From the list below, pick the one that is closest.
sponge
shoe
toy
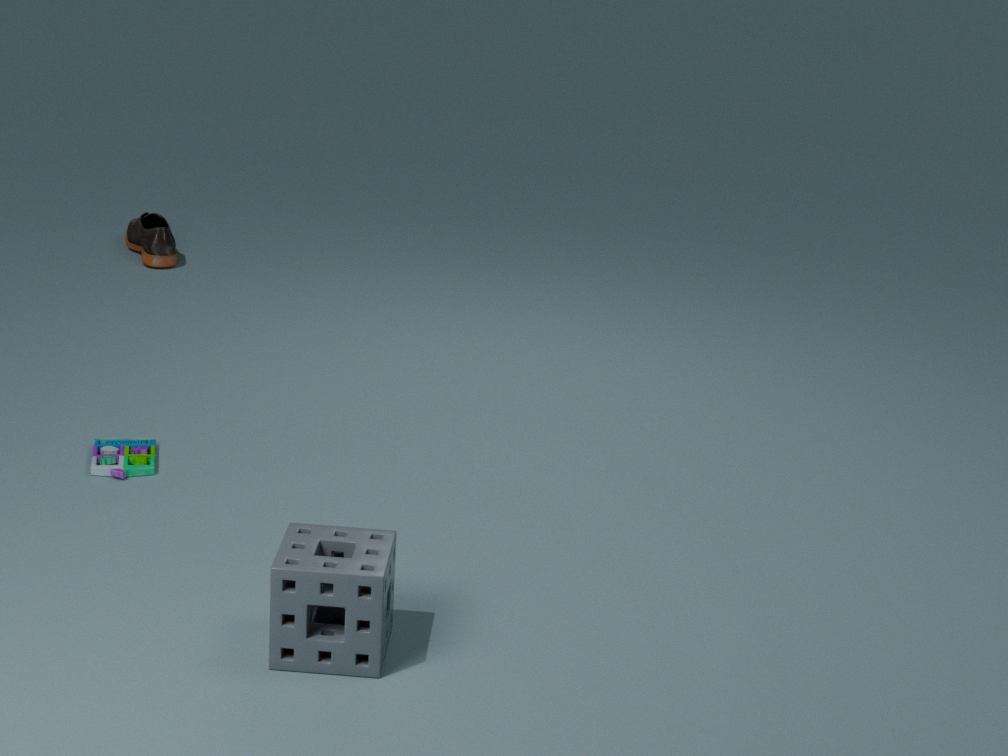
sponge
